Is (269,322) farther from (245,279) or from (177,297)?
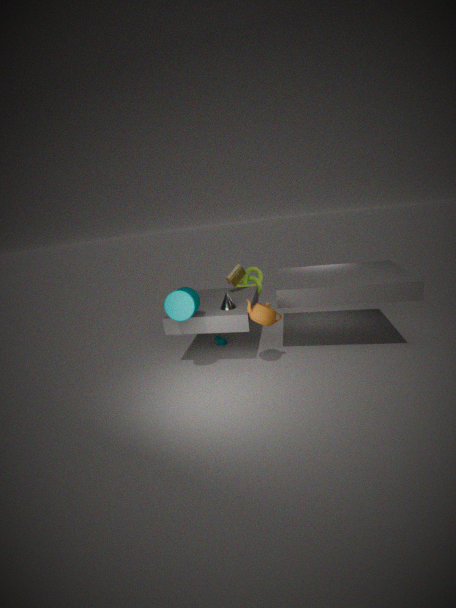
(245,279)
